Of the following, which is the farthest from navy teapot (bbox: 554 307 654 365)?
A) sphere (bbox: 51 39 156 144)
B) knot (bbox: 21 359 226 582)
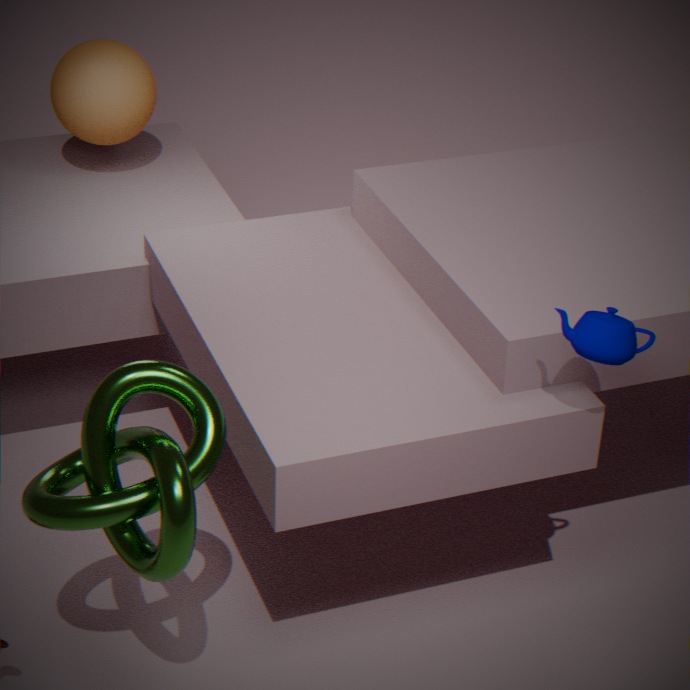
sphere (bbox: 51 39 156 144)
